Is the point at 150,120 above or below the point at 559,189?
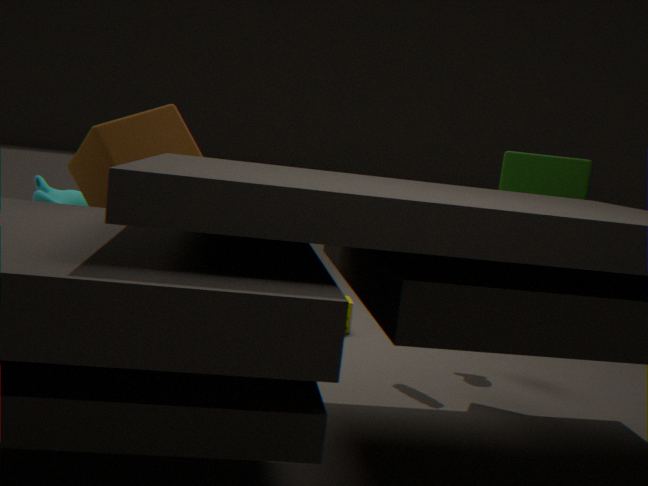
below
